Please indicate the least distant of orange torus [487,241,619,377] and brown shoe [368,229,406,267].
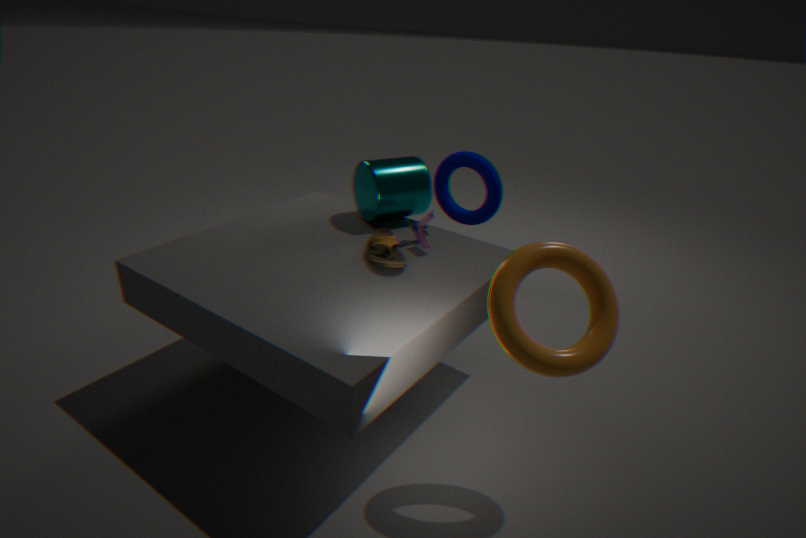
orange torus [487,241,619,377]
